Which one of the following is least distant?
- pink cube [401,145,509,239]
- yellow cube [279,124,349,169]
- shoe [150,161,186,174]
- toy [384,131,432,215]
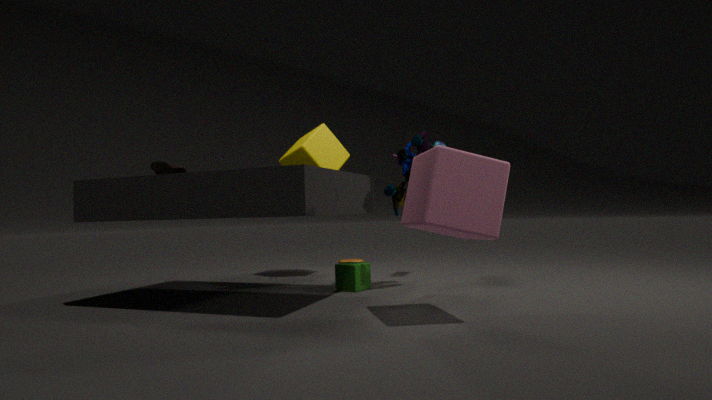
pink cube [401,145,509,239]
